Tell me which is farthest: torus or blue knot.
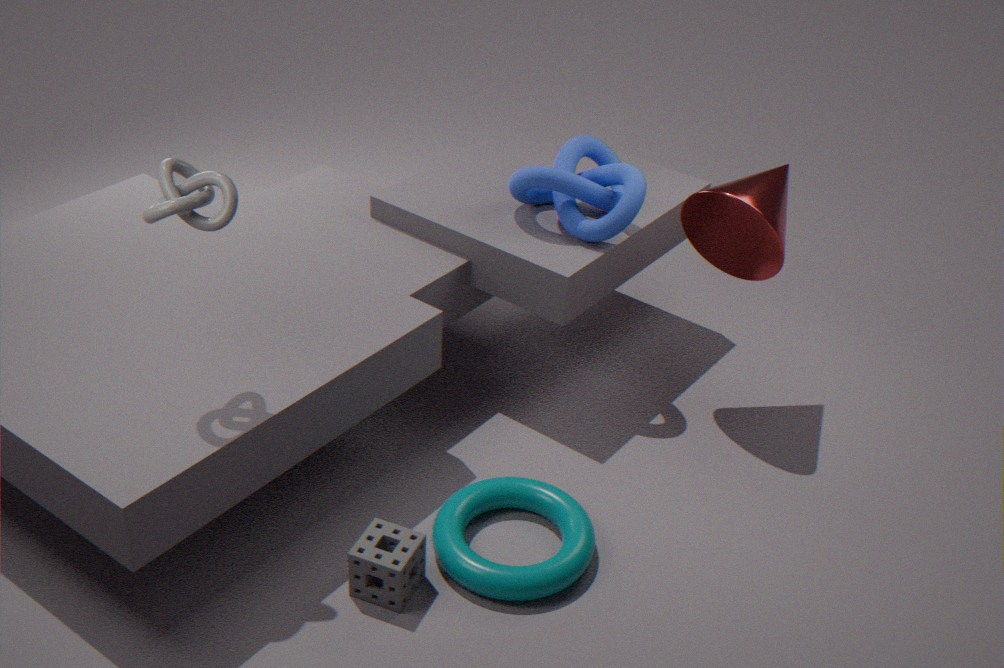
blue knot
